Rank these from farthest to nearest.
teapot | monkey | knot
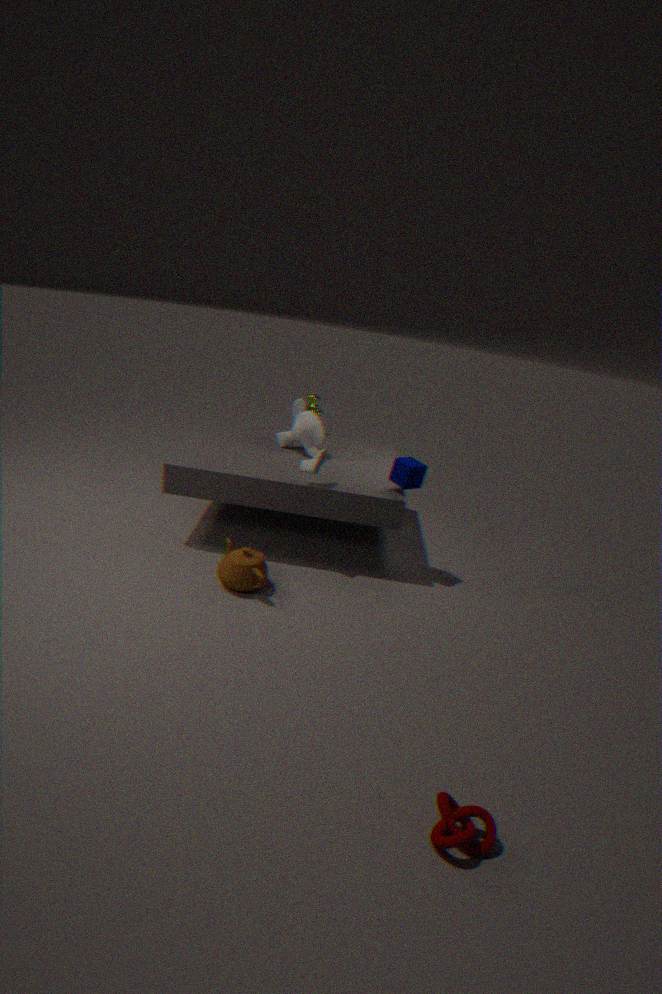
1. monkey
2. teapot
3. knot
